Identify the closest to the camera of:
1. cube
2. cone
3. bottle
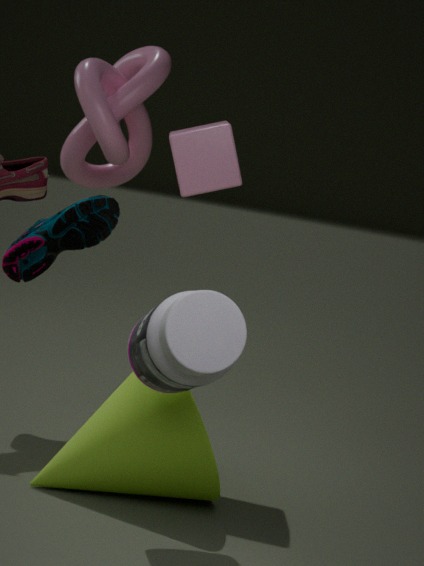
bottle
